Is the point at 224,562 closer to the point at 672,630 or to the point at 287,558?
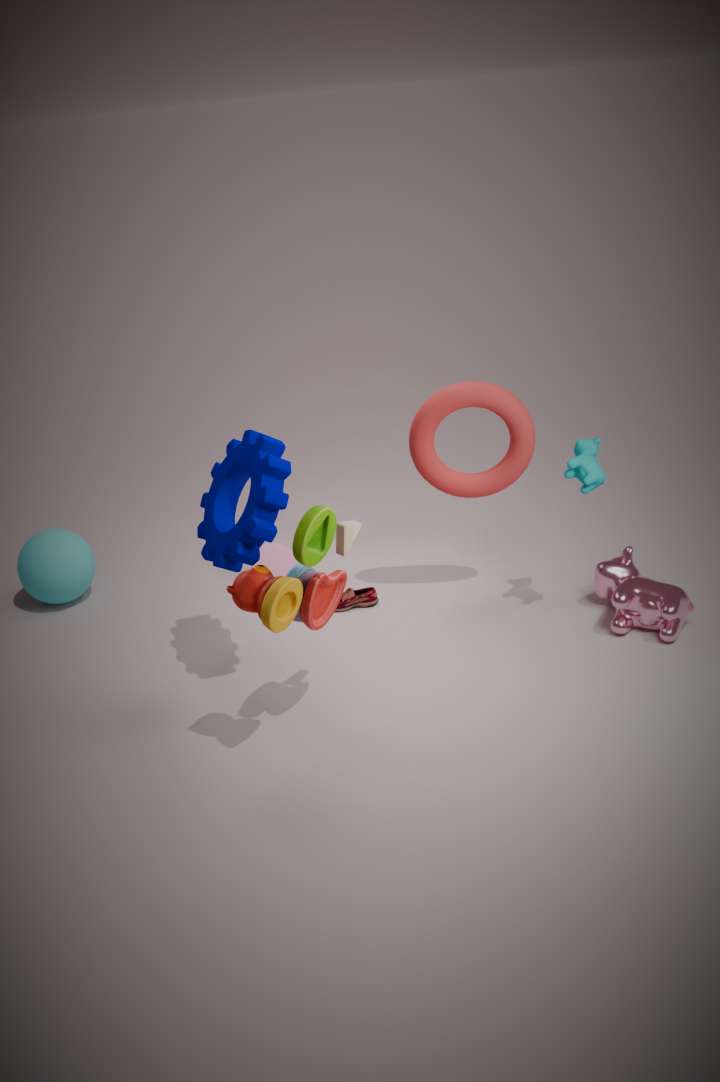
the point at 287,558
